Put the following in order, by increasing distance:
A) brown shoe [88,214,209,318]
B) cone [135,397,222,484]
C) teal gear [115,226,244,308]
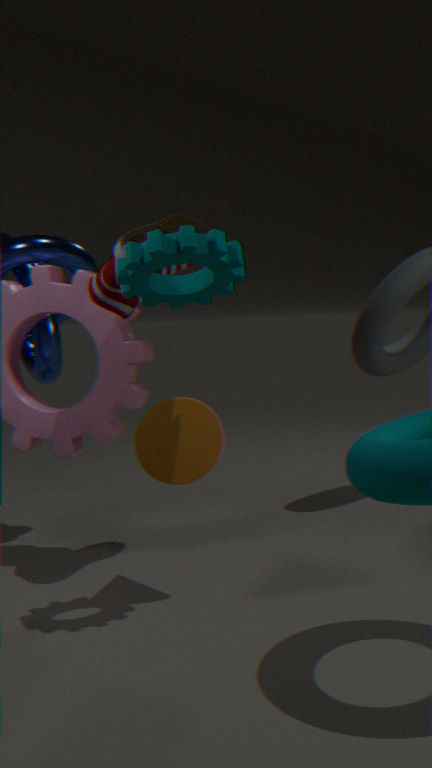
teal gear [115,226,244,308], cone [135,397,222,484], brown shoe [88,214,209,318]
